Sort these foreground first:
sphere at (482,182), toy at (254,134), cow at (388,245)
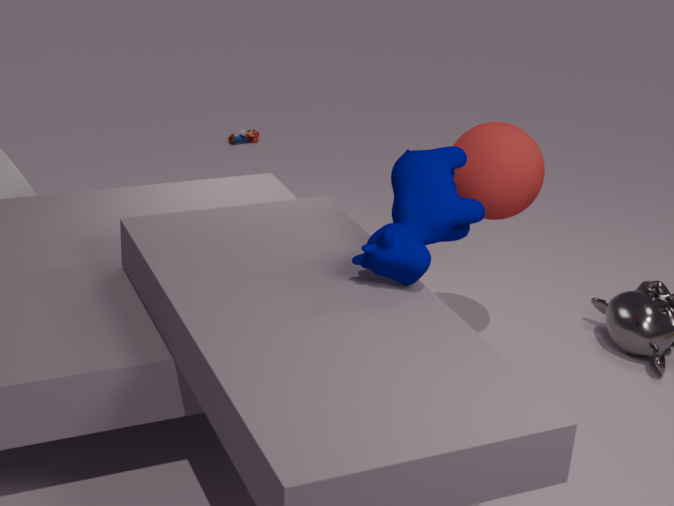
cow at (388,245) < sphere at (482,182) < toy at (254,134)
